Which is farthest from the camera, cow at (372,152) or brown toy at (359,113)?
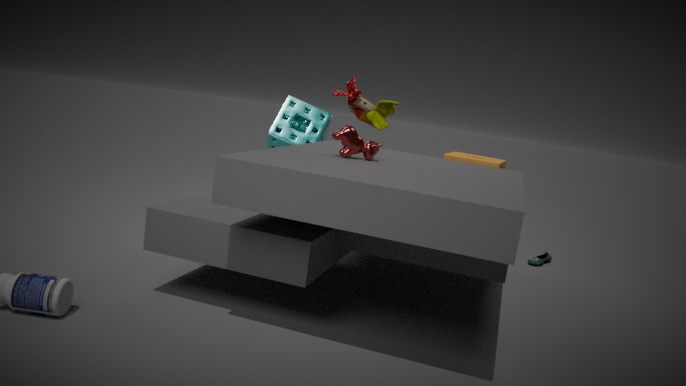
brown toy at (359,113)
